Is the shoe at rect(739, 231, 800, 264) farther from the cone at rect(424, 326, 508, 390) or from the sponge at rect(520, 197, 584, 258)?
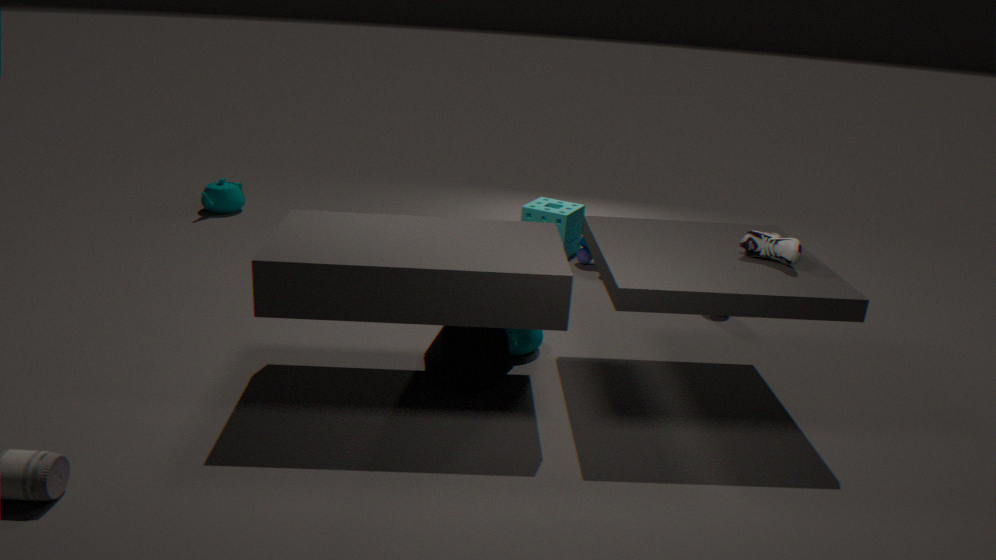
the sponge at rect(520, 197, 584, 258)
